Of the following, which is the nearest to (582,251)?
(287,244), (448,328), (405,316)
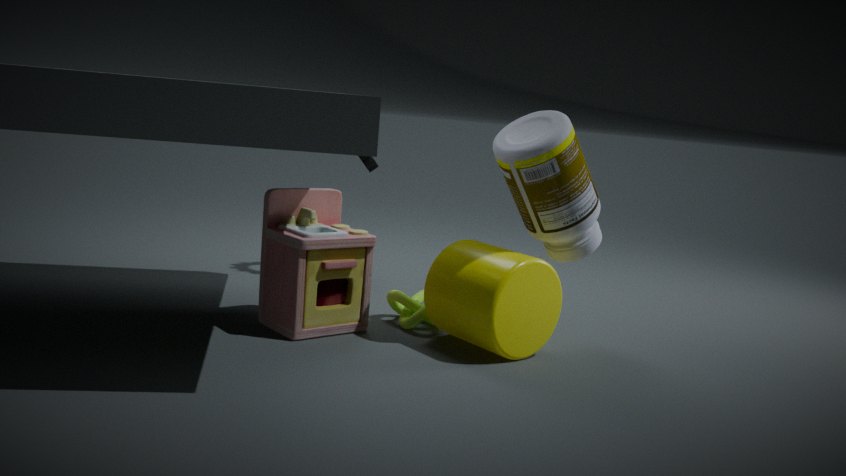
(448,328)
